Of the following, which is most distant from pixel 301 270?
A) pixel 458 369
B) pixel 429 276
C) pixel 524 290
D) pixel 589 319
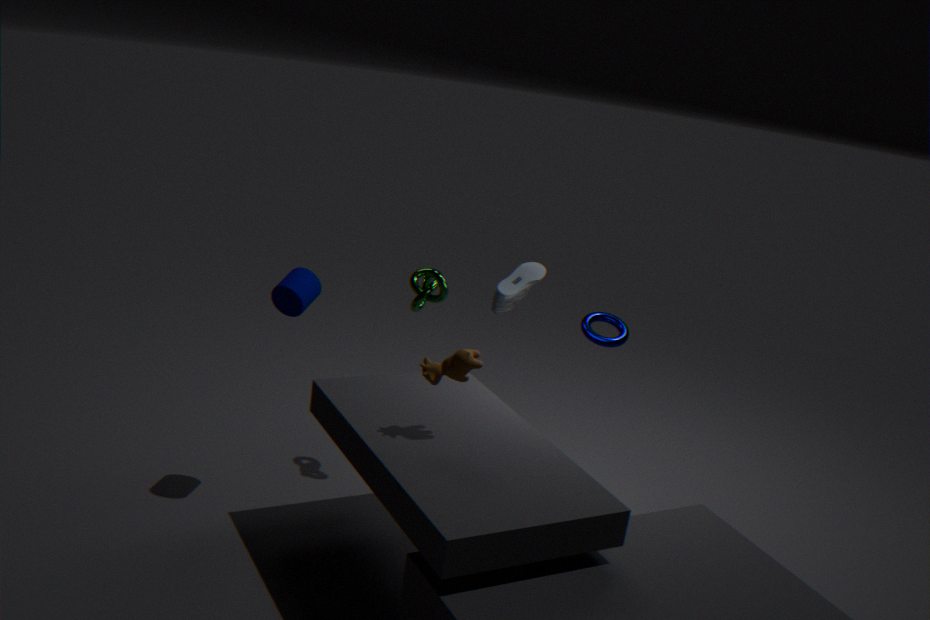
pixel 589 319
